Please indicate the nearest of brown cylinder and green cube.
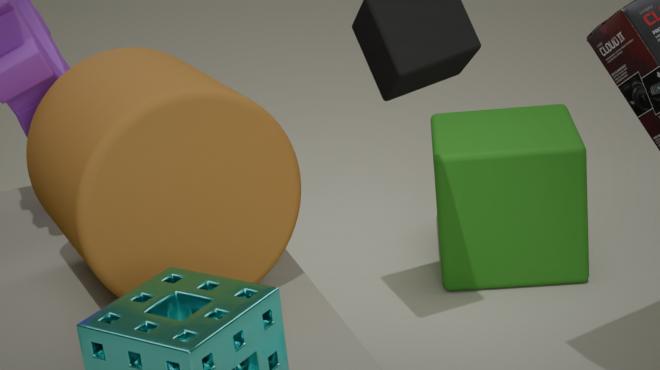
brown cylinder
